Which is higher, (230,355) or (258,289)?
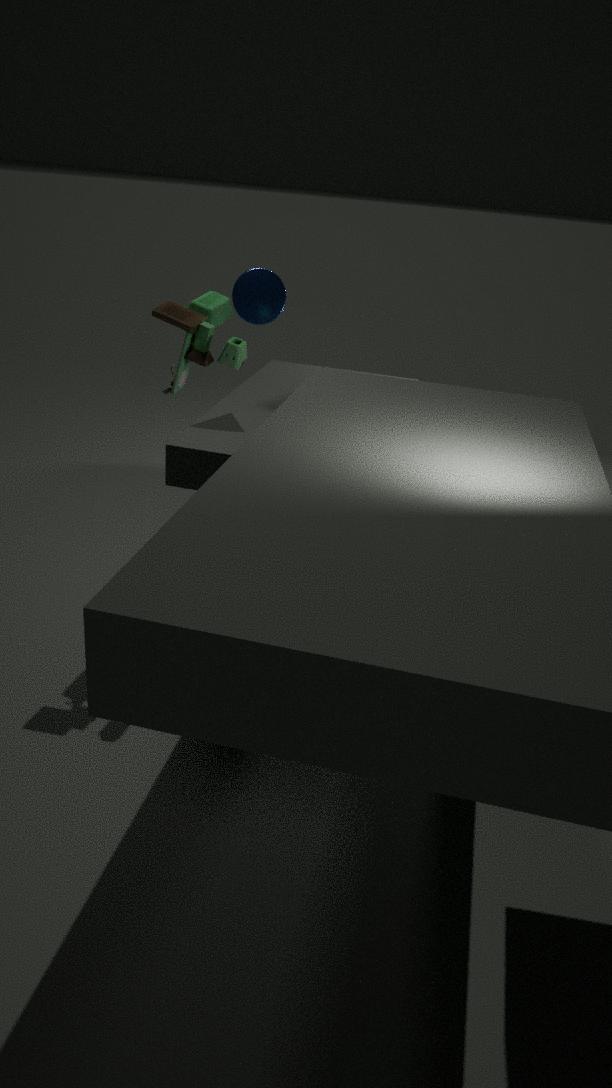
(230,355)
